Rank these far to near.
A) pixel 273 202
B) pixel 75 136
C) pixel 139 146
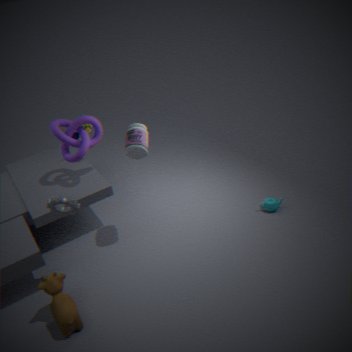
pixel 75 136 < pixel 273 202 < pixel 139 146
